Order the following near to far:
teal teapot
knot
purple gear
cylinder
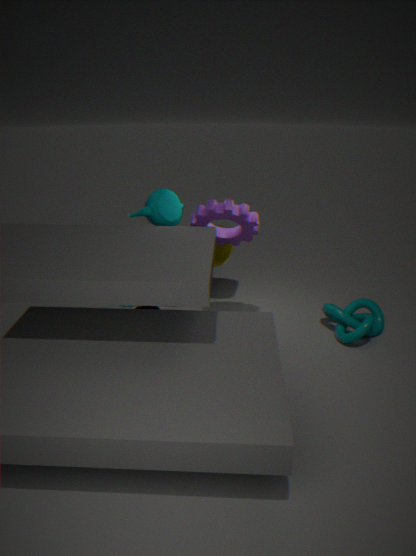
1. purple gear
2. teal teapot
3. knot
4. cylinder
